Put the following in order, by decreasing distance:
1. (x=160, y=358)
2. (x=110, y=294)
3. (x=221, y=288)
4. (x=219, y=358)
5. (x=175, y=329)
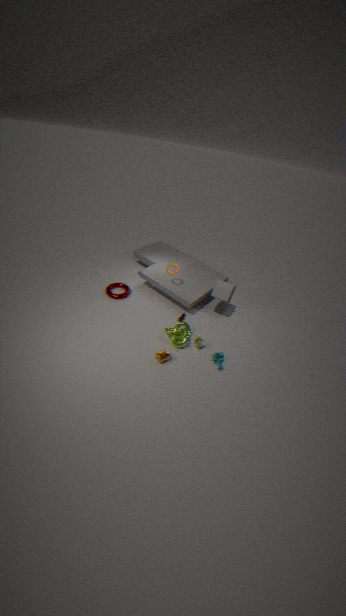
(x=110, y=294) < (x=221, y=288) < (x=175, y=329) < (x=219, y=358) < (x=160, y=358)
